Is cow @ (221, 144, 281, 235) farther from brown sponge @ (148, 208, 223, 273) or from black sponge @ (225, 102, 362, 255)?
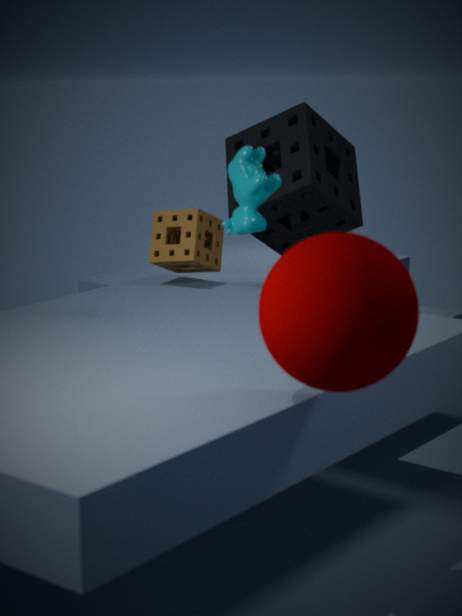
black sponge @ (225, 102, 362, 255)
